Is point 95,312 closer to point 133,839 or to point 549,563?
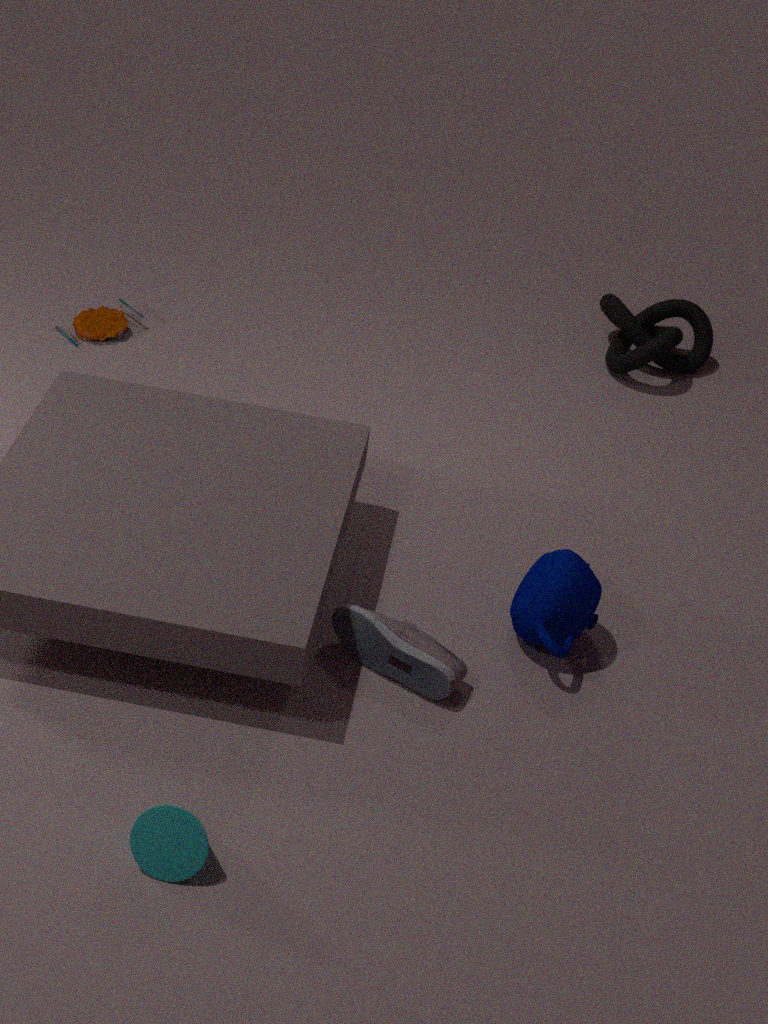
point 549,563
